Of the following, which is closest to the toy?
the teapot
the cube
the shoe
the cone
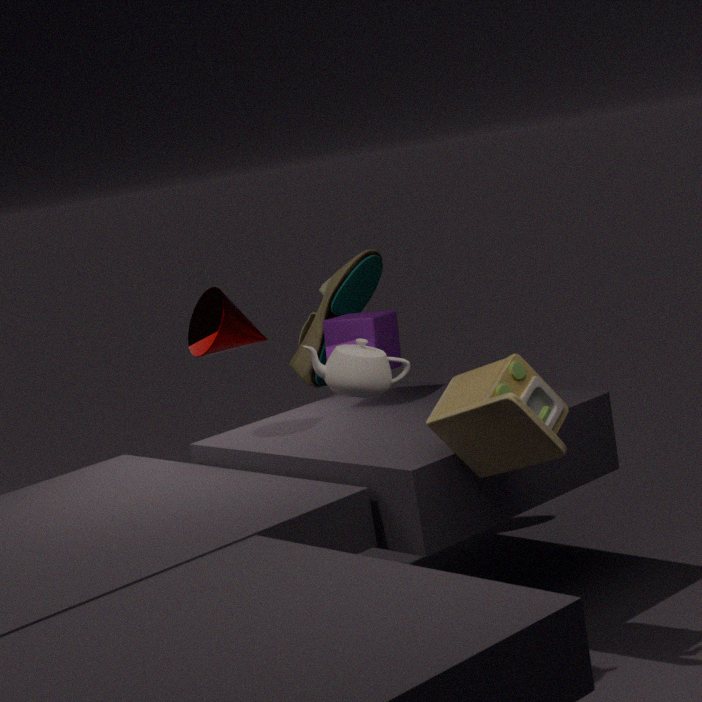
the teapot
